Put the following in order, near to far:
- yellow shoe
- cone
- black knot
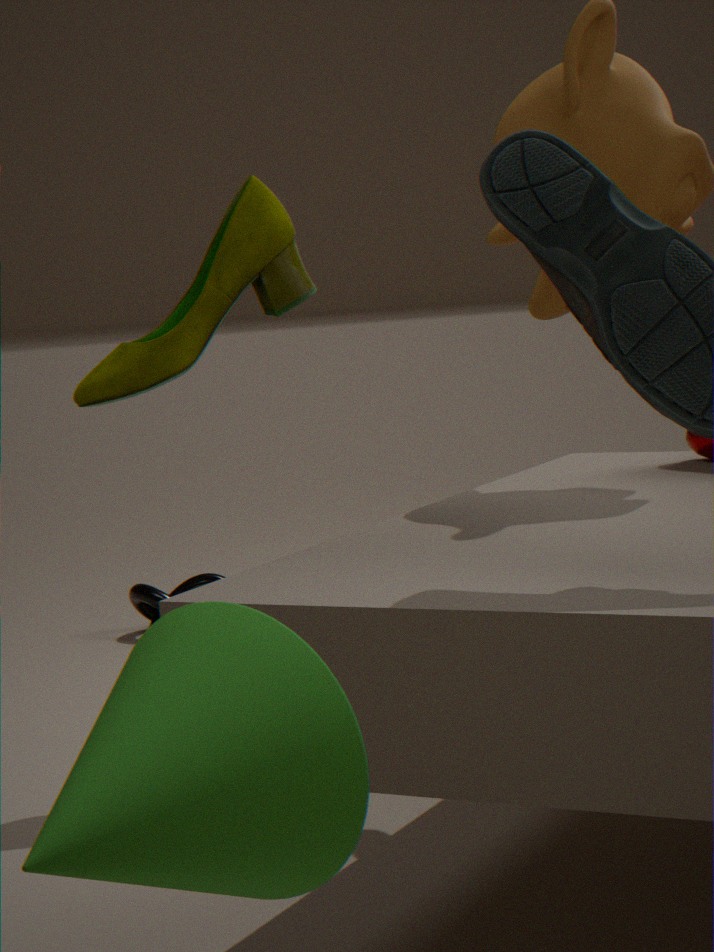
cone
yellow shoe
black knot
